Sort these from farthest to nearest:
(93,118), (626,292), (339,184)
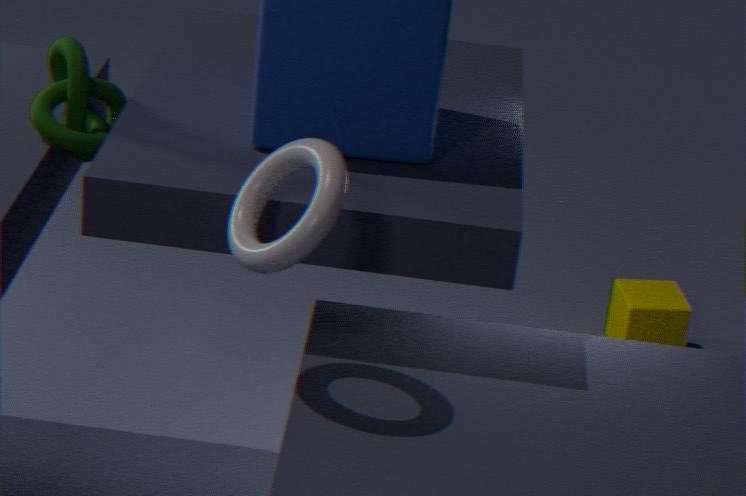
(626,292) → (93,118) → (339,184)
